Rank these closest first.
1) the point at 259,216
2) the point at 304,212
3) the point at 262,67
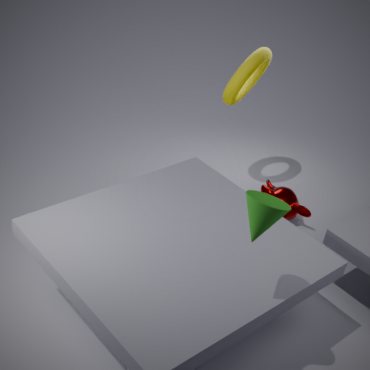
1. 1. the point at 259,216
2. 2. the point at 304,212
3. 3. the point at 262,67
